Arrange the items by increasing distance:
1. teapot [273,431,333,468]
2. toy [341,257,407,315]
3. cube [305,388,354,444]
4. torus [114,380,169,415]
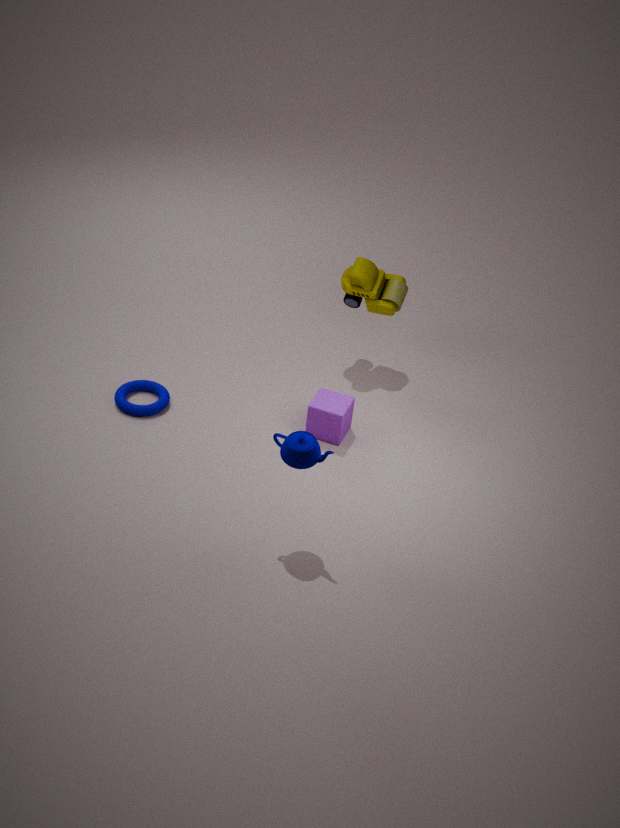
teapot [273,431,333,468] < cube [305,388,354,444] < torus [114,380,169,415] < toy [341,257,407,315]
